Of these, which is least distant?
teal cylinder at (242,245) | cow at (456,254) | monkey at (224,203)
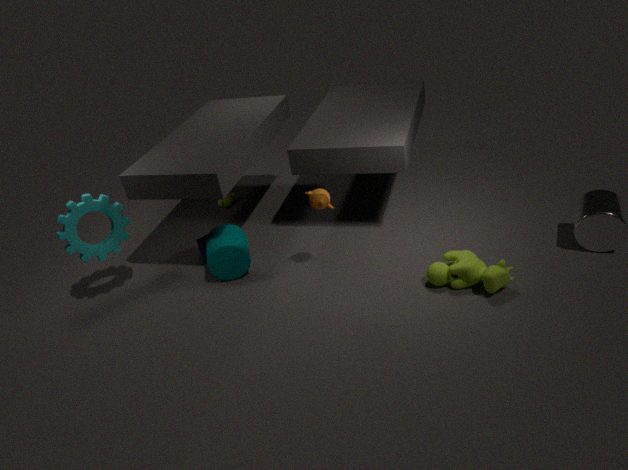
cow at (456,254)
